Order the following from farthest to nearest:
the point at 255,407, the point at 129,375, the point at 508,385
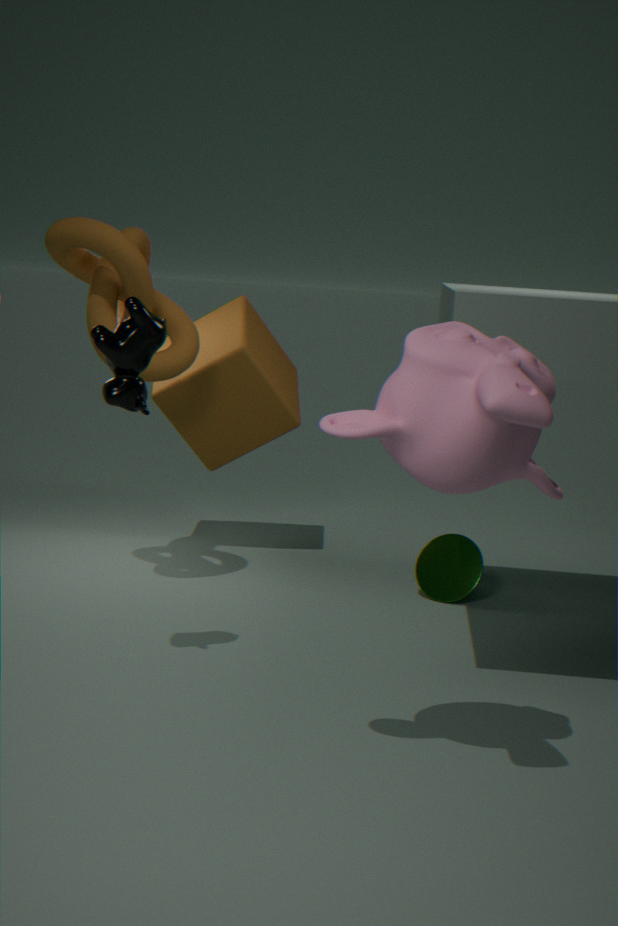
1. the point at 255,407
2. the point at 129,375
3. the point at 508,385
